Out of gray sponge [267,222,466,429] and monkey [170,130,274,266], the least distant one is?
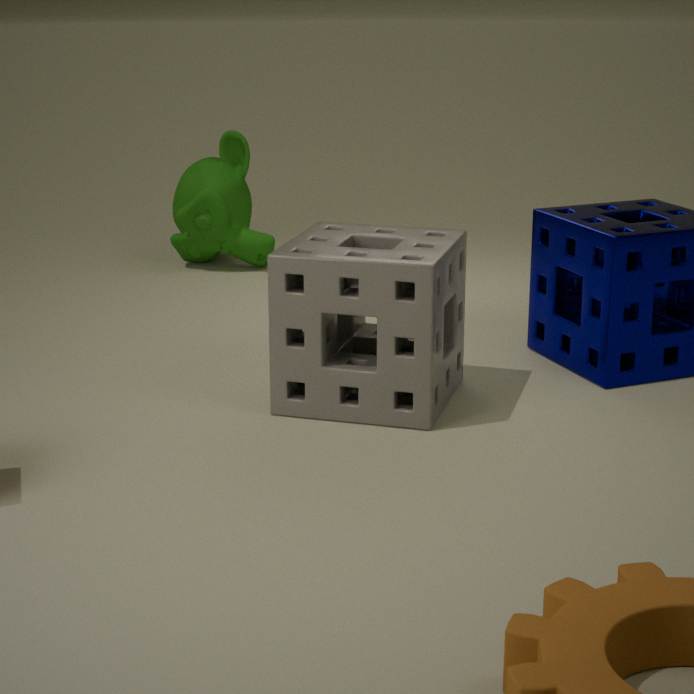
gray sponge [267,222,466,429]
